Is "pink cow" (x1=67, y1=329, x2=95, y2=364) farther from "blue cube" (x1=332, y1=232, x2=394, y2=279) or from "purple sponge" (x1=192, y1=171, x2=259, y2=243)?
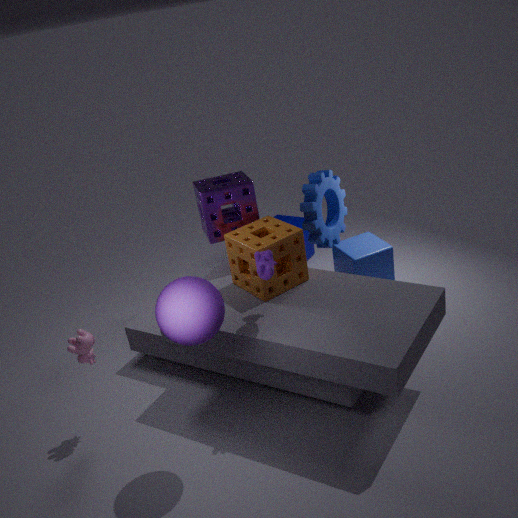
"blue cube" (x1=332, y1=232, x2=394, y2=279)
